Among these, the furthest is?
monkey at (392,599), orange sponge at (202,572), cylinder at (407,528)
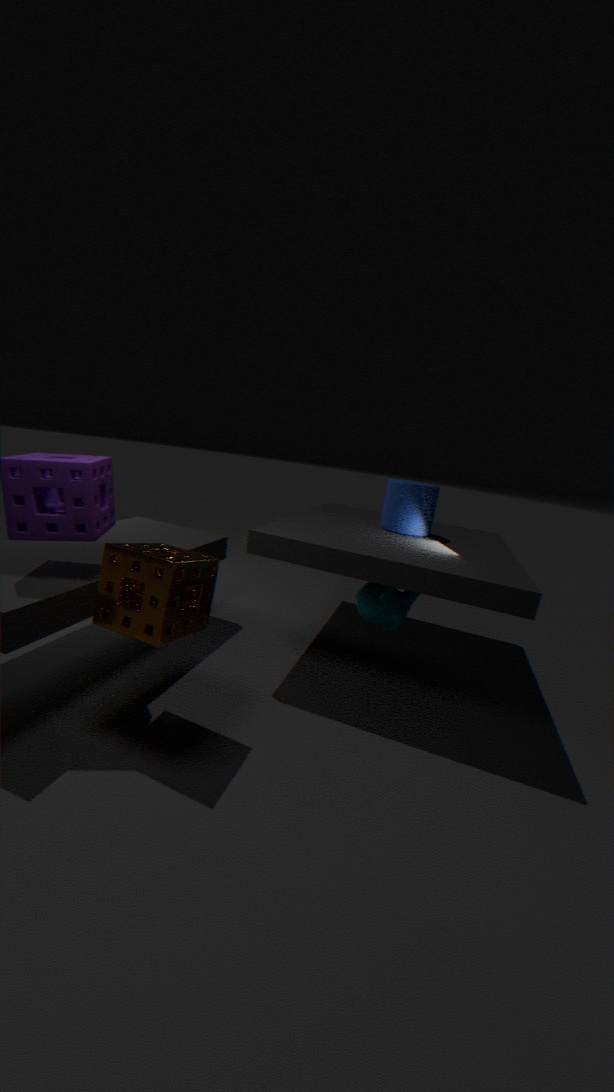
cylinder at (407,528)
